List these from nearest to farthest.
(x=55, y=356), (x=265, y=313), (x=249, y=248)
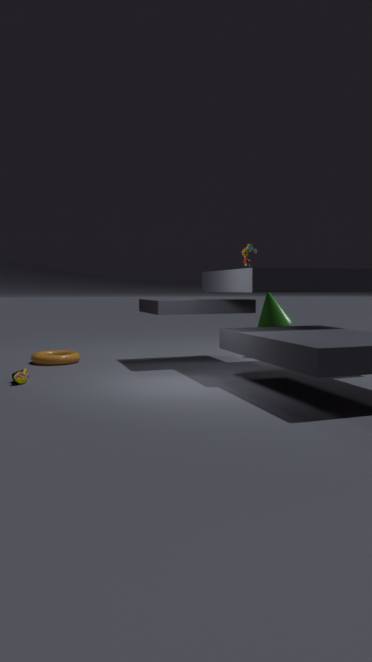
(x=249, y=248)
(x=55, y=356)
(x=265, y=313)
